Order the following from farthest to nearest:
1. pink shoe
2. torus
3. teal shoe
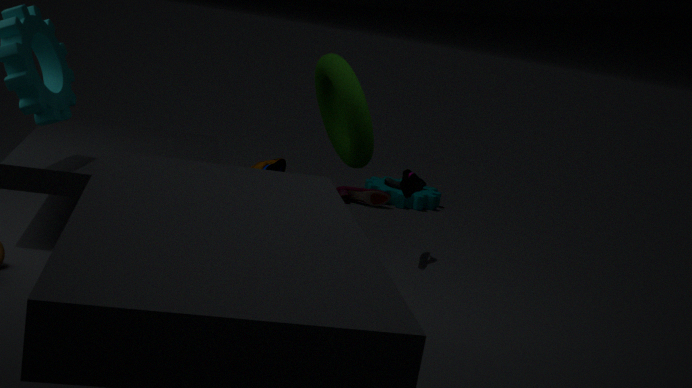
pink shoe → teal shoe → torus
